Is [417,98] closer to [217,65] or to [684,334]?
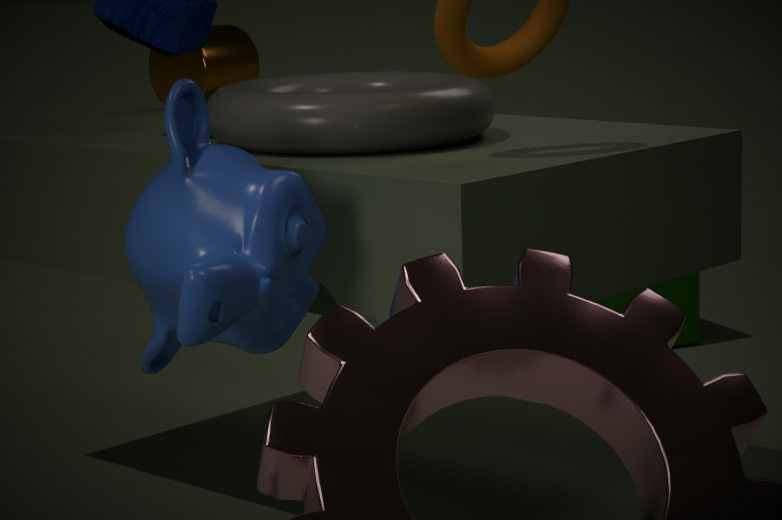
[217,65]
